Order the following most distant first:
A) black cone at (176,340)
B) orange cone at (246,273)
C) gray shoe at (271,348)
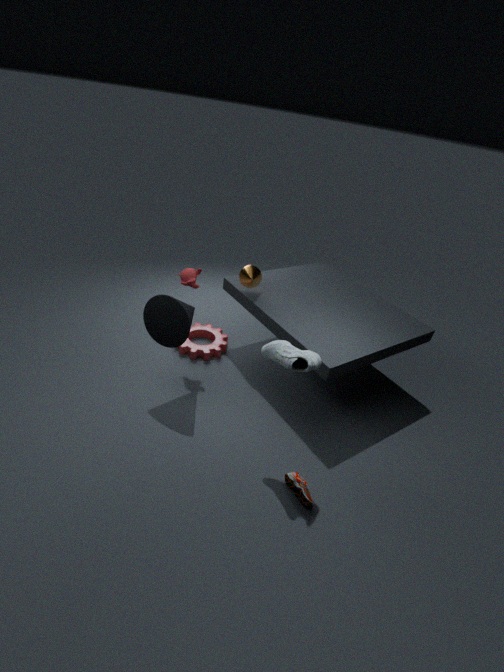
orange cone at (246,273) < black cone at (176,340) < gray shoe at (271,348)
